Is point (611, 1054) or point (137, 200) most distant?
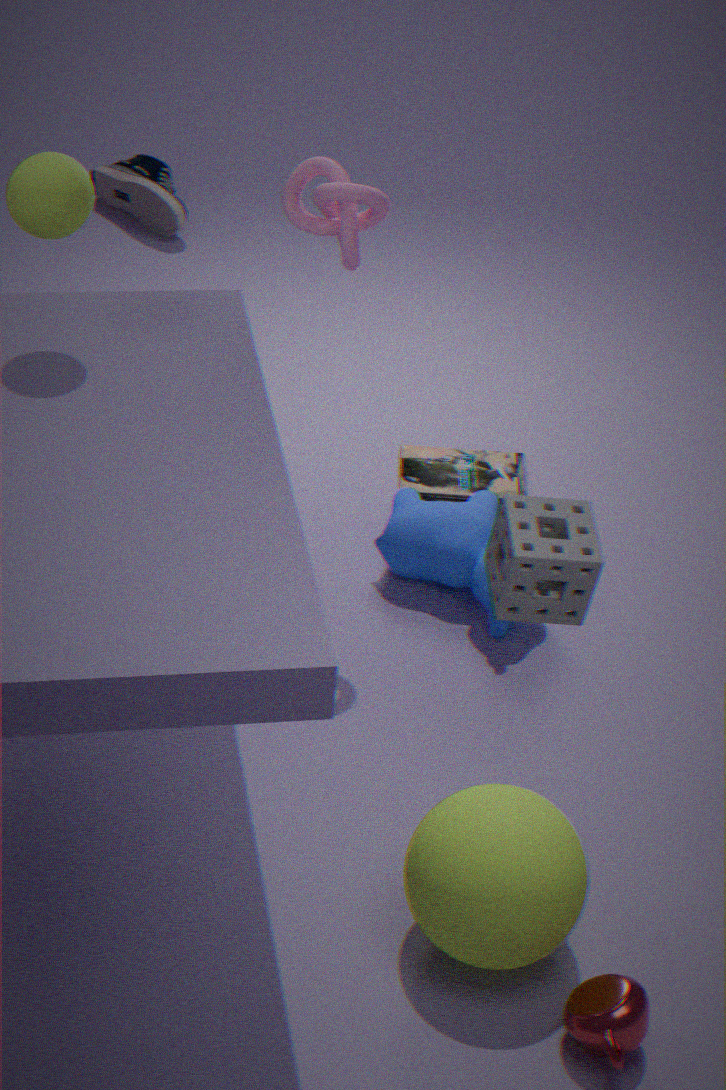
point (137, 200)
